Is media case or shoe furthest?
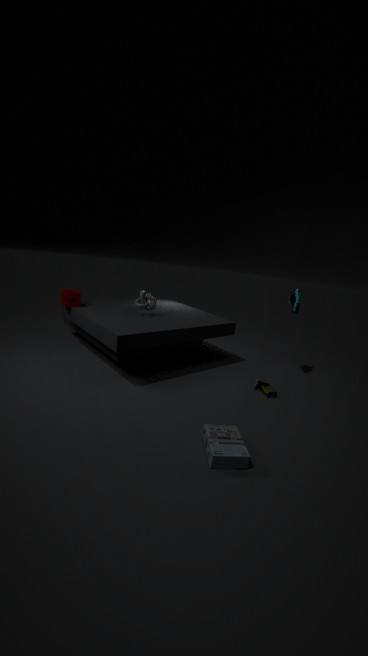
shoe
